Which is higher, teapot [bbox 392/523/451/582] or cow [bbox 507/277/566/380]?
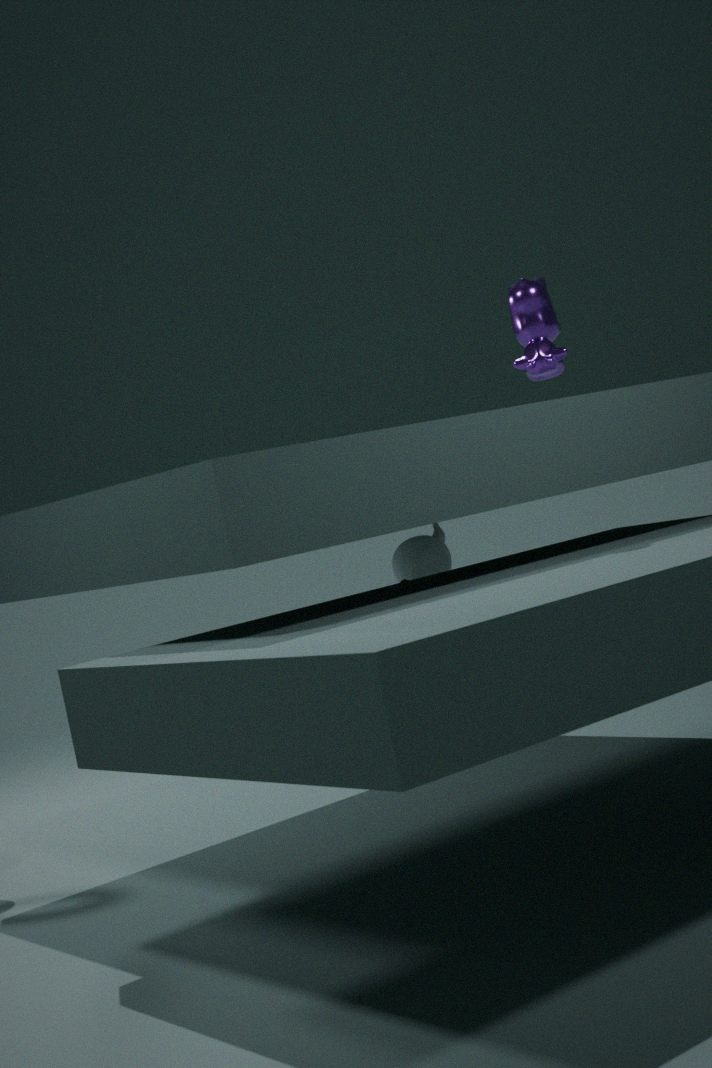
cow [bbox 507/277/566/380]
